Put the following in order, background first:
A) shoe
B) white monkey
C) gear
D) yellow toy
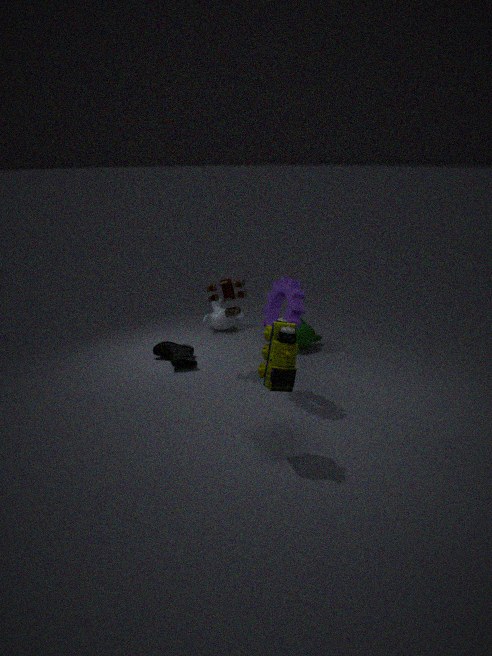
white monkey, shoe, gear, yellow toy
